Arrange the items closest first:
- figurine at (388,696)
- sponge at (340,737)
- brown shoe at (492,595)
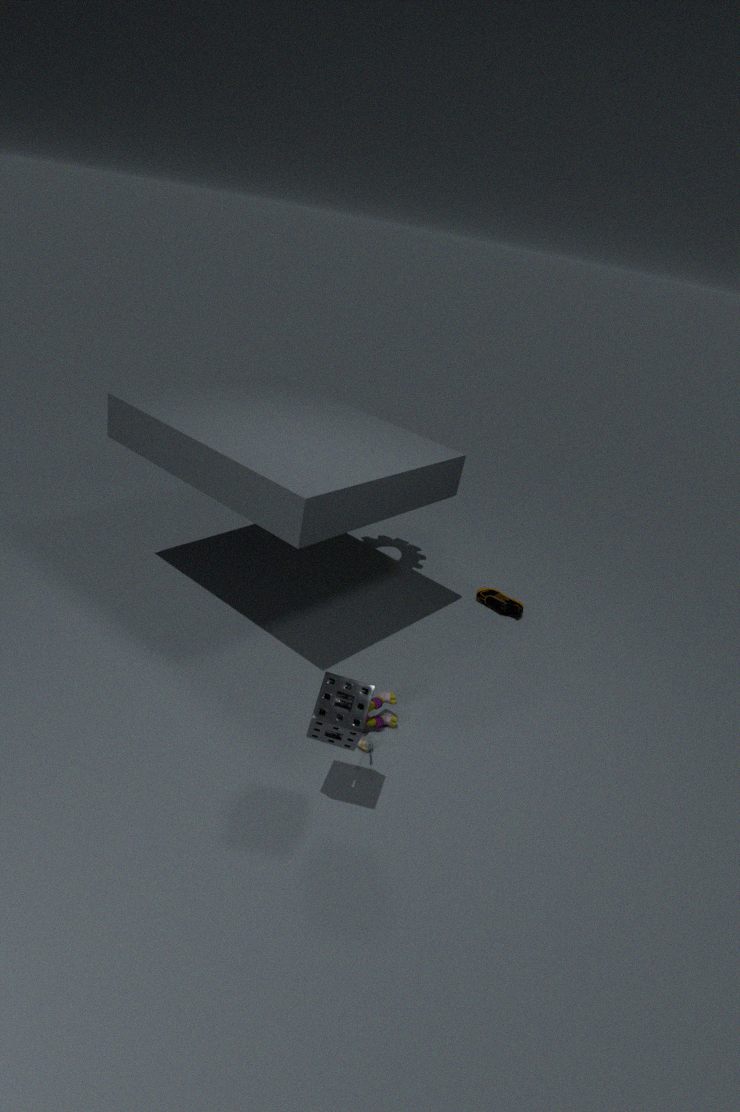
sponge at (340,737) → figurine at (388,696) → brown shoe at (492,595)
